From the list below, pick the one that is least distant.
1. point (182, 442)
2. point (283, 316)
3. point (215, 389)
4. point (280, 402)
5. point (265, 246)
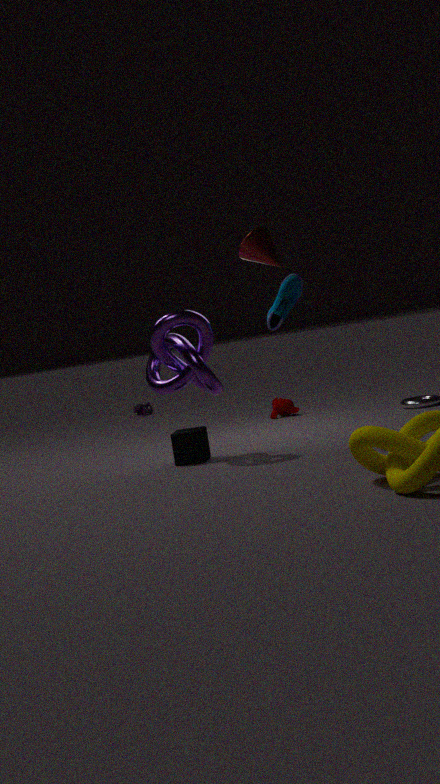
point (265, 246)
